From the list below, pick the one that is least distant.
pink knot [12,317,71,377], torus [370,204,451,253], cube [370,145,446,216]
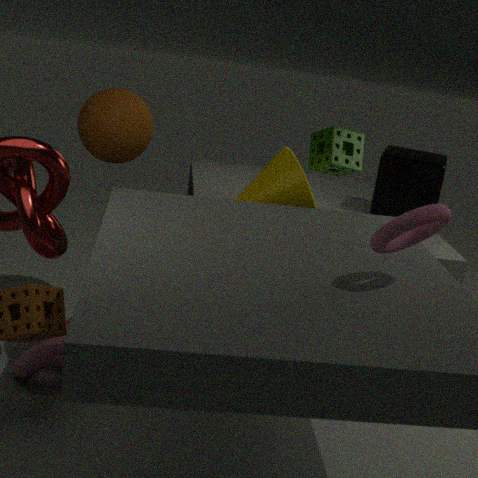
torus [370,204,451,253]
